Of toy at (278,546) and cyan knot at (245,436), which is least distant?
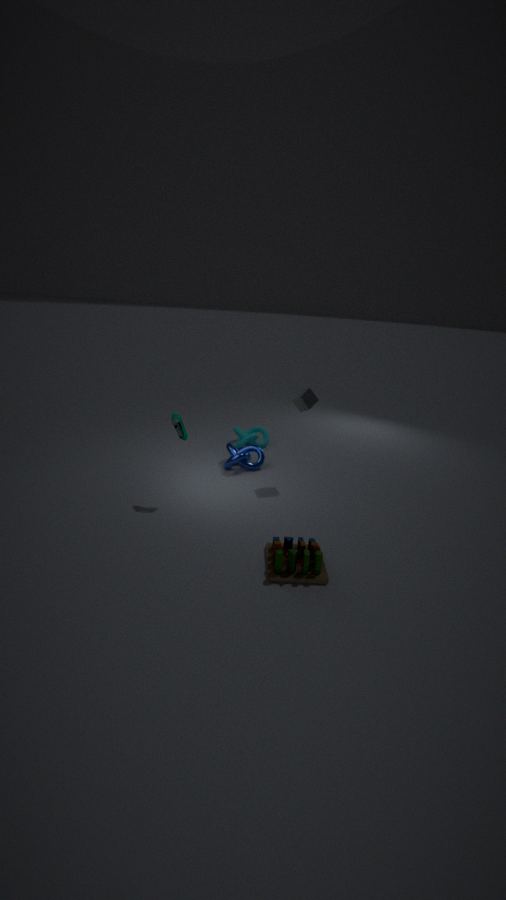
toy at (278,546)
